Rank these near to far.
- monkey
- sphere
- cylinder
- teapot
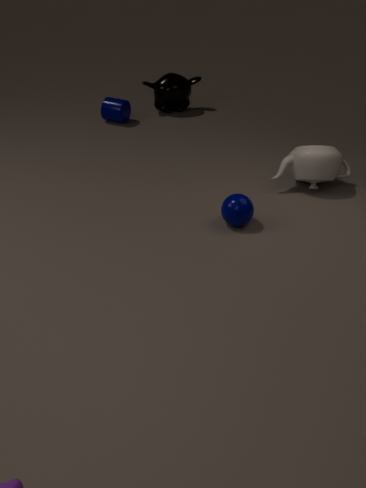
1. sphere
2. teapot
3. cylinder
4. monkey
